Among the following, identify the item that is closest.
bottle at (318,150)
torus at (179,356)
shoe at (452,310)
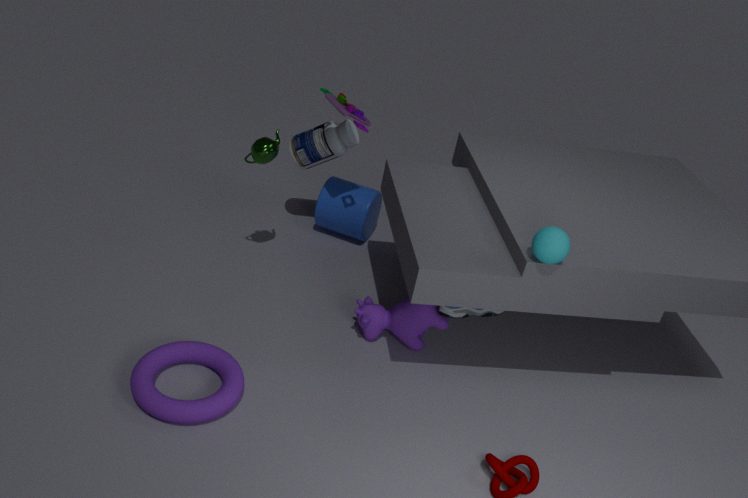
torus at (179,356)
